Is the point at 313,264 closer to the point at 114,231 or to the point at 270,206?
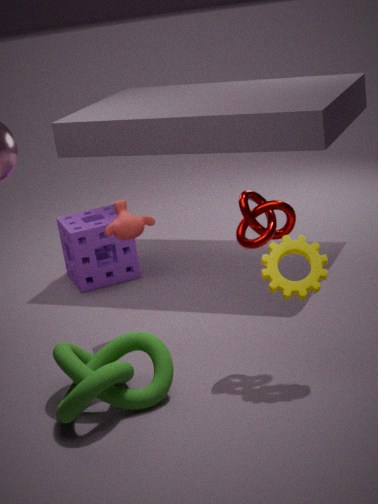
the point at 270,206
